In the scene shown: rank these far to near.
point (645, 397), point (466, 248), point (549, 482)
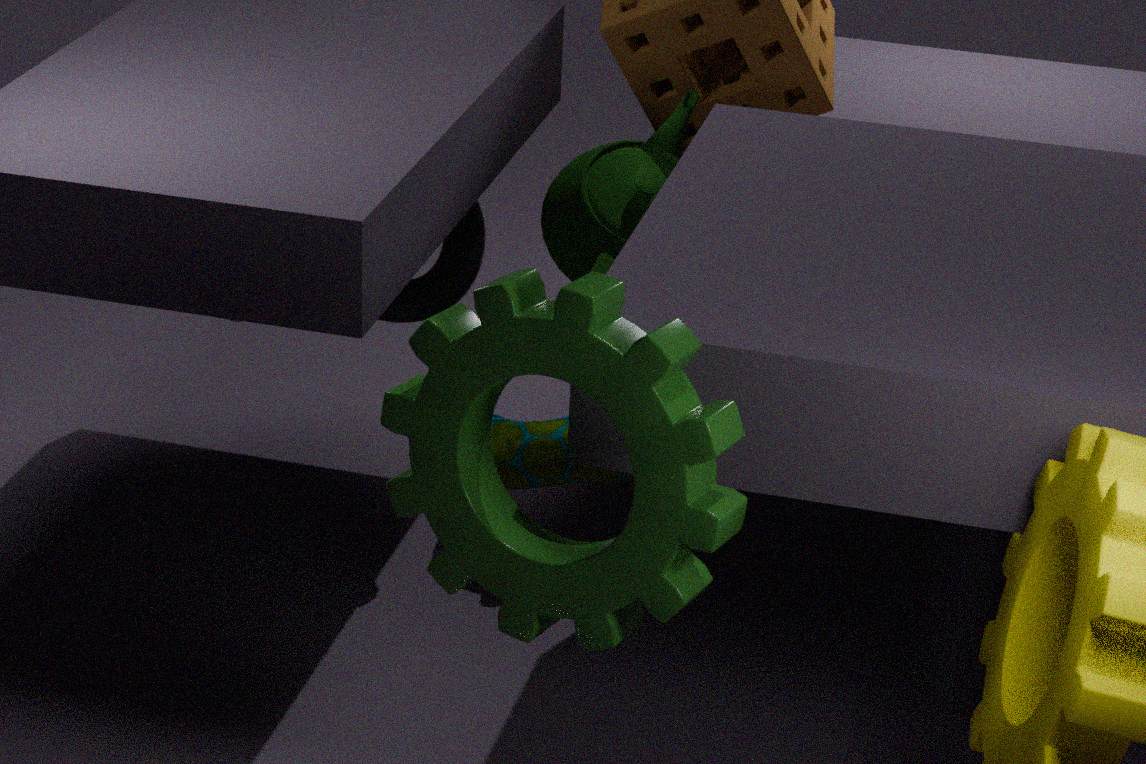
point (466, 248) → point (549, 482) → point (645, 397)
